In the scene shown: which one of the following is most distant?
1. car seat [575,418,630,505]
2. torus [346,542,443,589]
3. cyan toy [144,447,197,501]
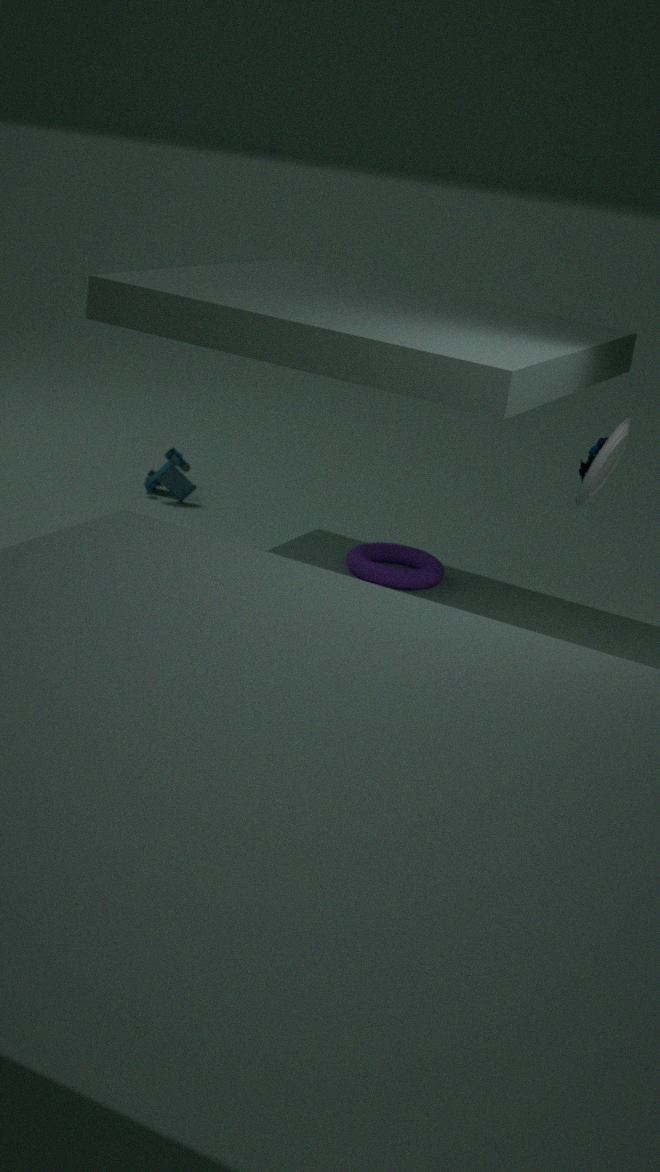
cyan toy [144,447,197,501]
